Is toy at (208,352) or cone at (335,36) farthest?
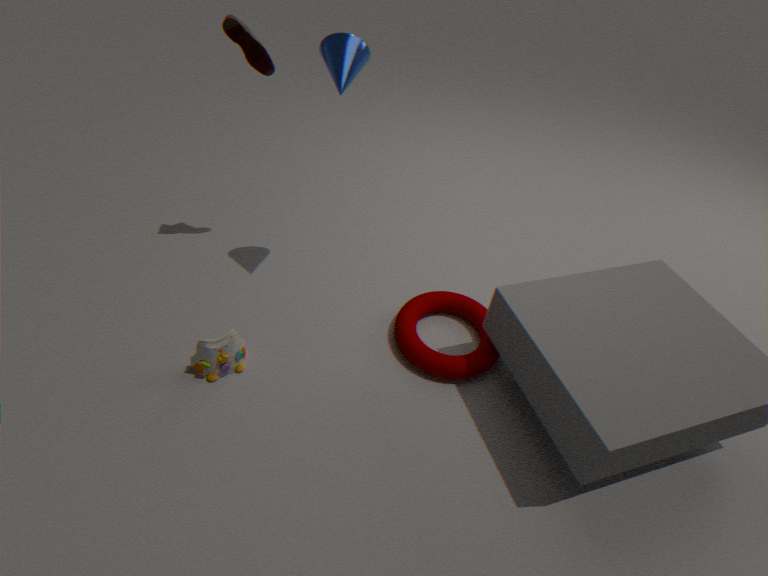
toy at (208,352)
